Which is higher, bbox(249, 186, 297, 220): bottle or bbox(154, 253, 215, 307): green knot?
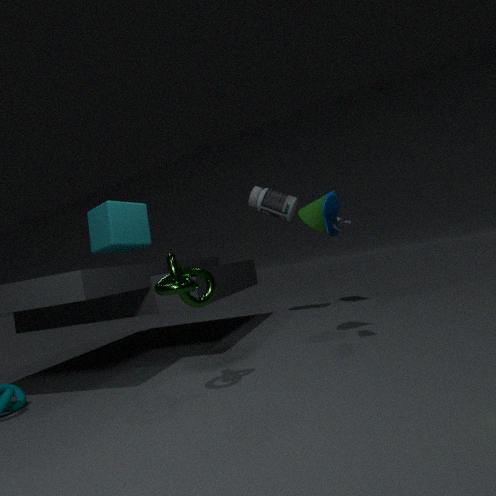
bbox(249, 186, 297, 220): bottle
